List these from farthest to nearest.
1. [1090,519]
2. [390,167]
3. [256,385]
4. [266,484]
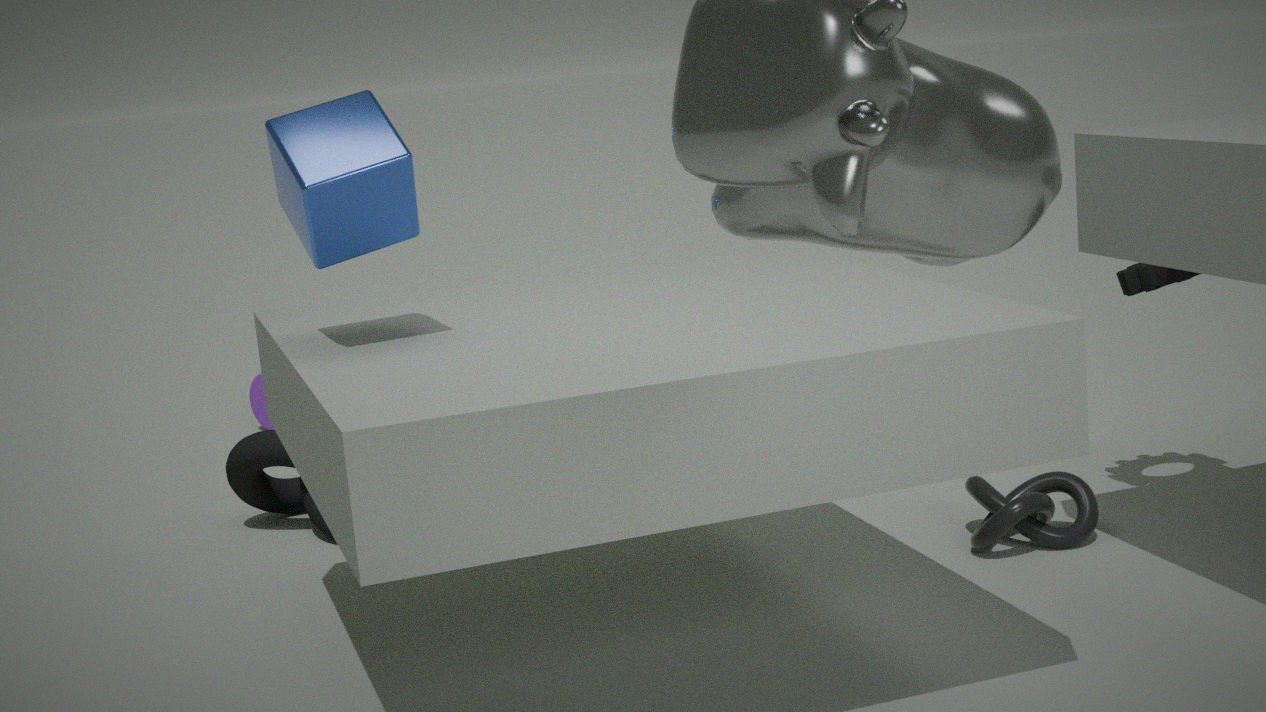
[256,385] < [266,484] < [1090,519] < [390,167]
